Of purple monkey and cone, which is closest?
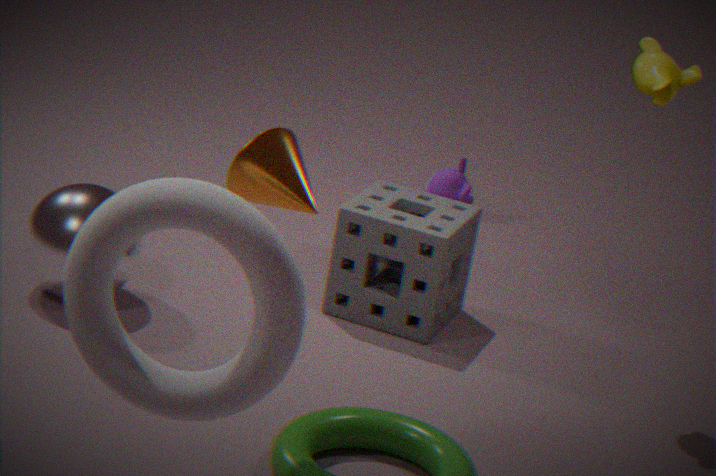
cone
